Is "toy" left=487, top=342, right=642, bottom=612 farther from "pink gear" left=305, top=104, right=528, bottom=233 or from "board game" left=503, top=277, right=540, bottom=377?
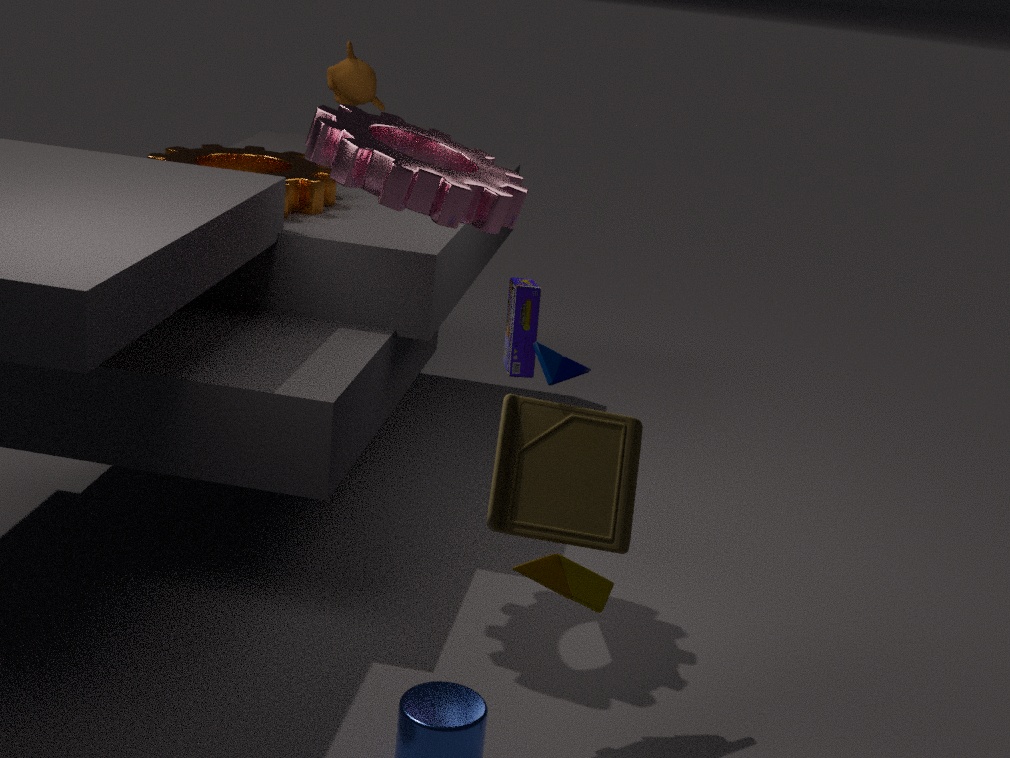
"pink gear" left=305, top=104, right=528, bottom=233
